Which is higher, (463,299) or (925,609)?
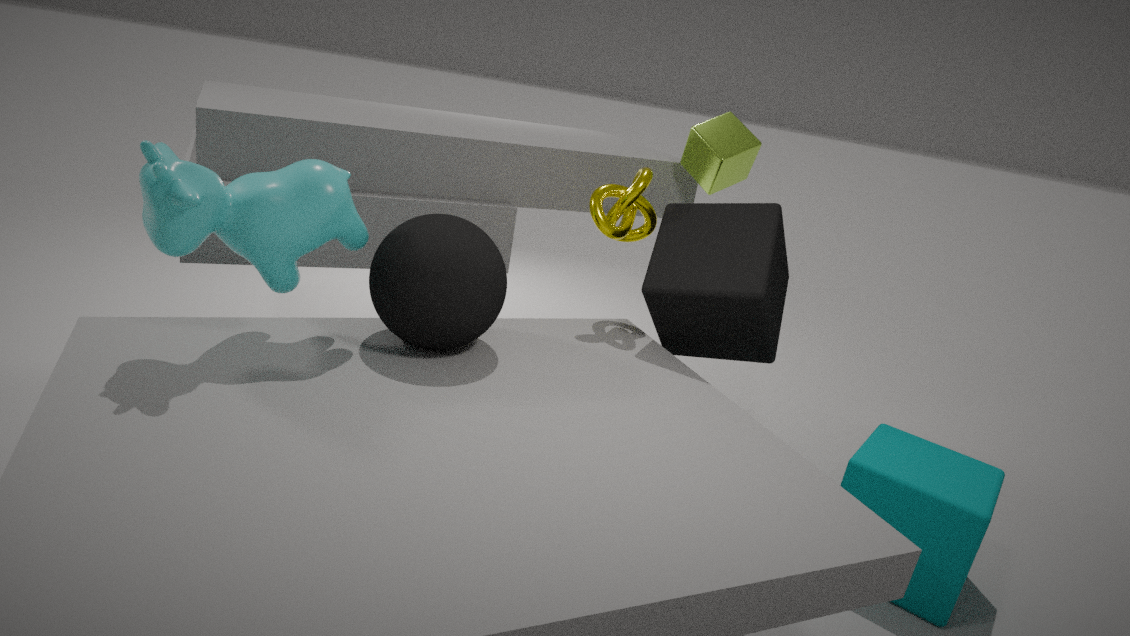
(463,299)
